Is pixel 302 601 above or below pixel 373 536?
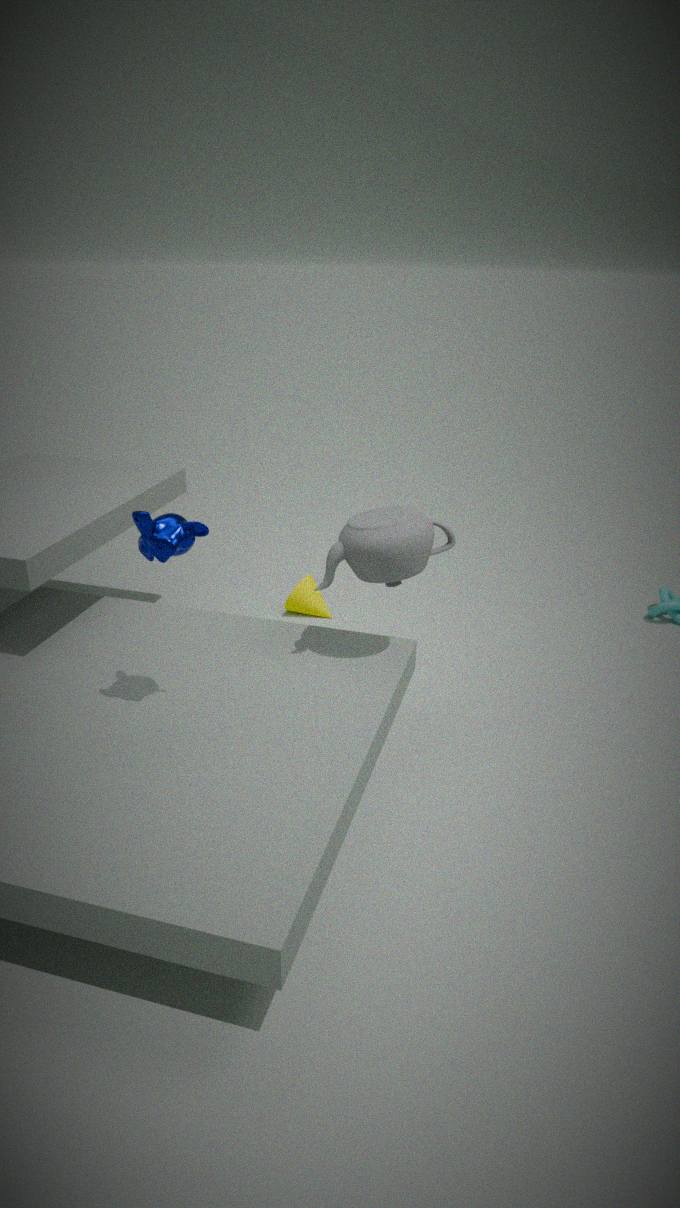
below
